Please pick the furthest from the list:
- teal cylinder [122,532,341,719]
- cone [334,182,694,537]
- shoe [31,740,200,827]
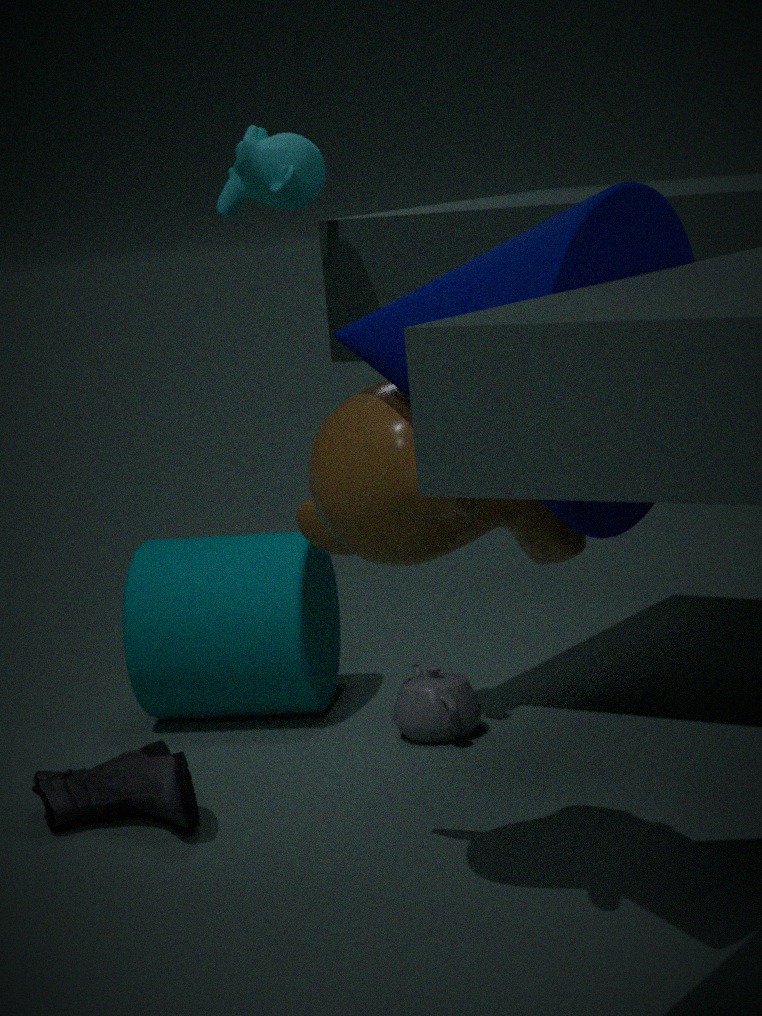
teal cylinder [122,532,341,719]
